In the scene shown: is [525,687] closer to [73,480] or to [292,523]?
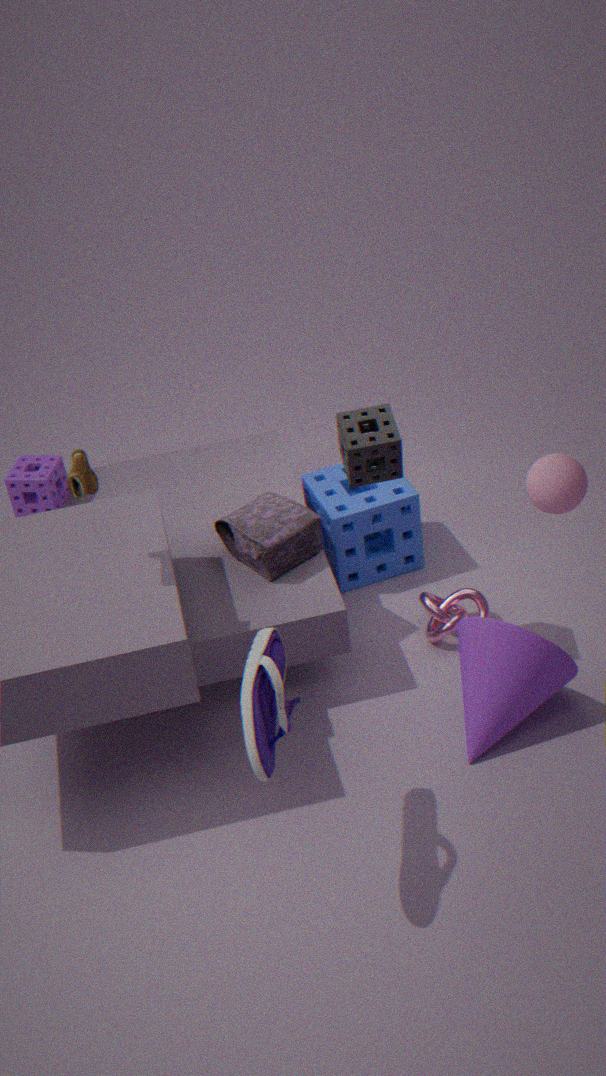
[292,523]
